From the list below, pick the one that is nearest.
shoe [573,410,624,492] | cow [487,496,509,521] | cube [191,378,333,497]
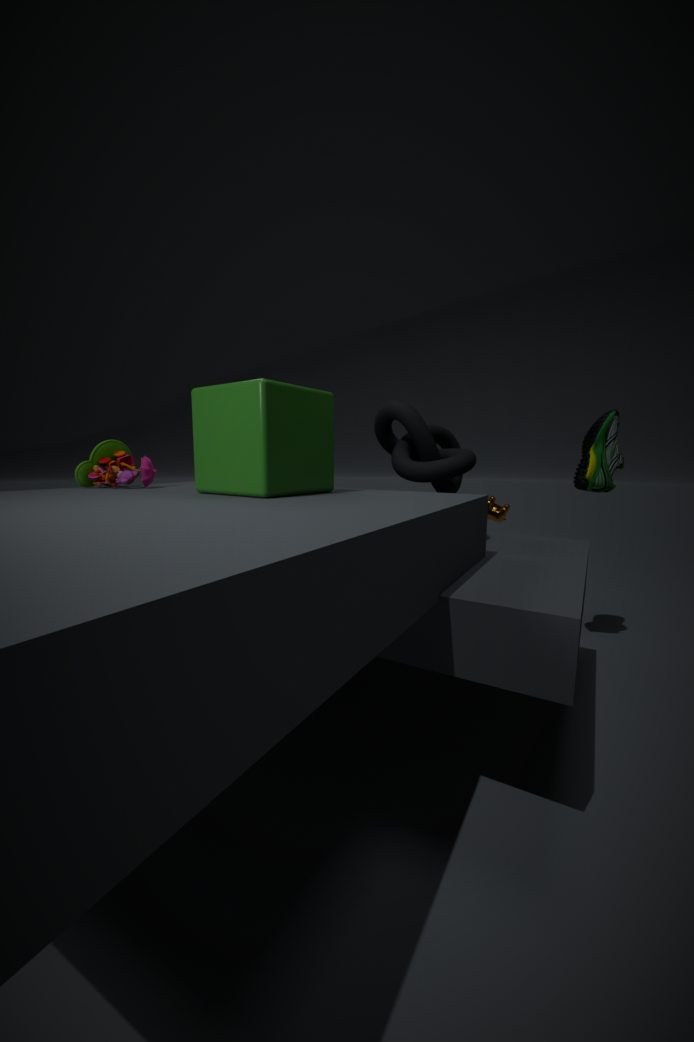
cube [191,378,333,497]
